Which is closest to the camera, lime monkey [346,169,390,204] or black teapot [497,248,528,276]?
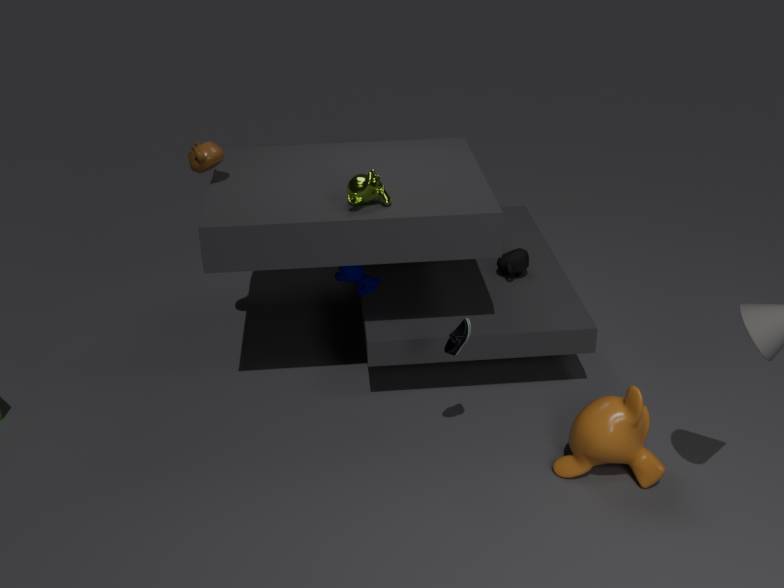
lime monkey [346,169,390,204]
